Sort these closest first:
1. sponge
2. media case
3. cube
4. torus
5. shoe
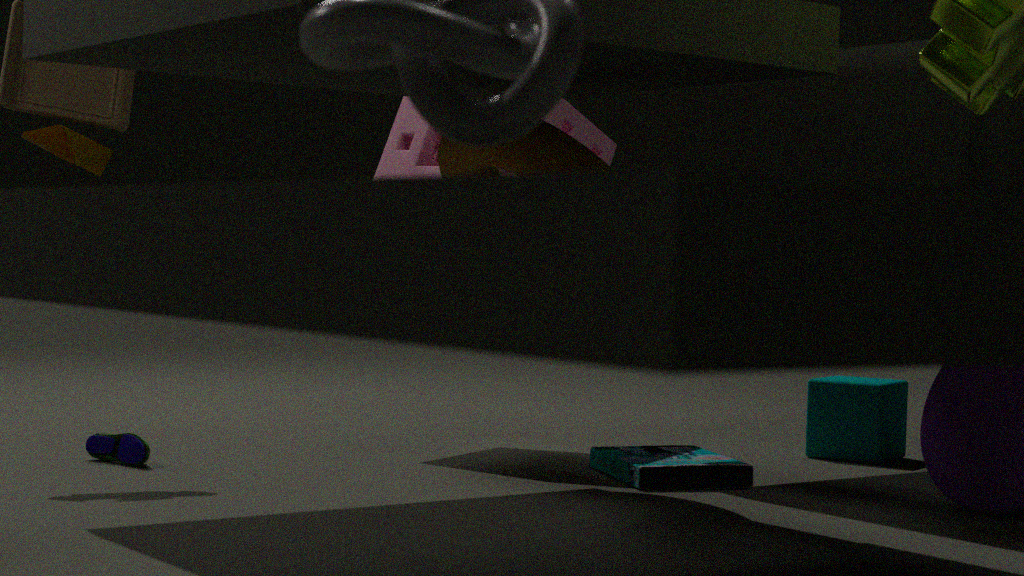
torus, media case, shoe, sponge, cube
